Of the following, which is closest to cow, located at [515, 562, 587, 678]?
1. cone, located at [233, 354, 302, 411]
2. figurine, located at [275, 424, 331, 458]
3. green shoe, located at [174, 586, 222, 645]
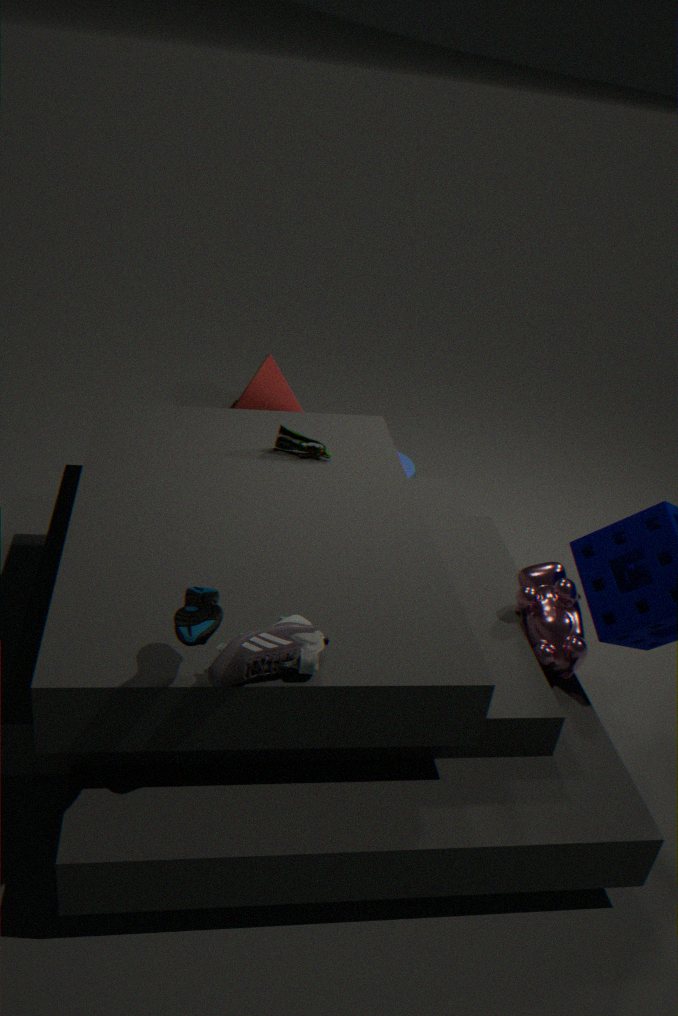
figurine, located at [275, 424, 331, 458]
